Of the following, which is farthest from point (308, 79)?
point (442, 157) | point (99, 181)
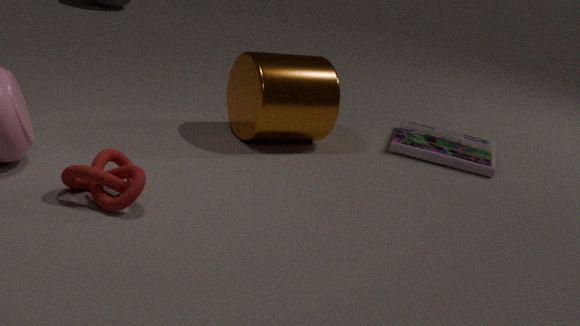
point (99, 181)
